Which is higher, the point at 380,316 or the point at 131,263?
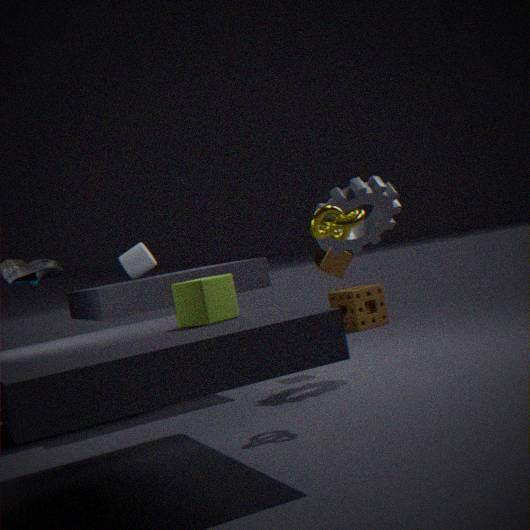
the point at 131,263
